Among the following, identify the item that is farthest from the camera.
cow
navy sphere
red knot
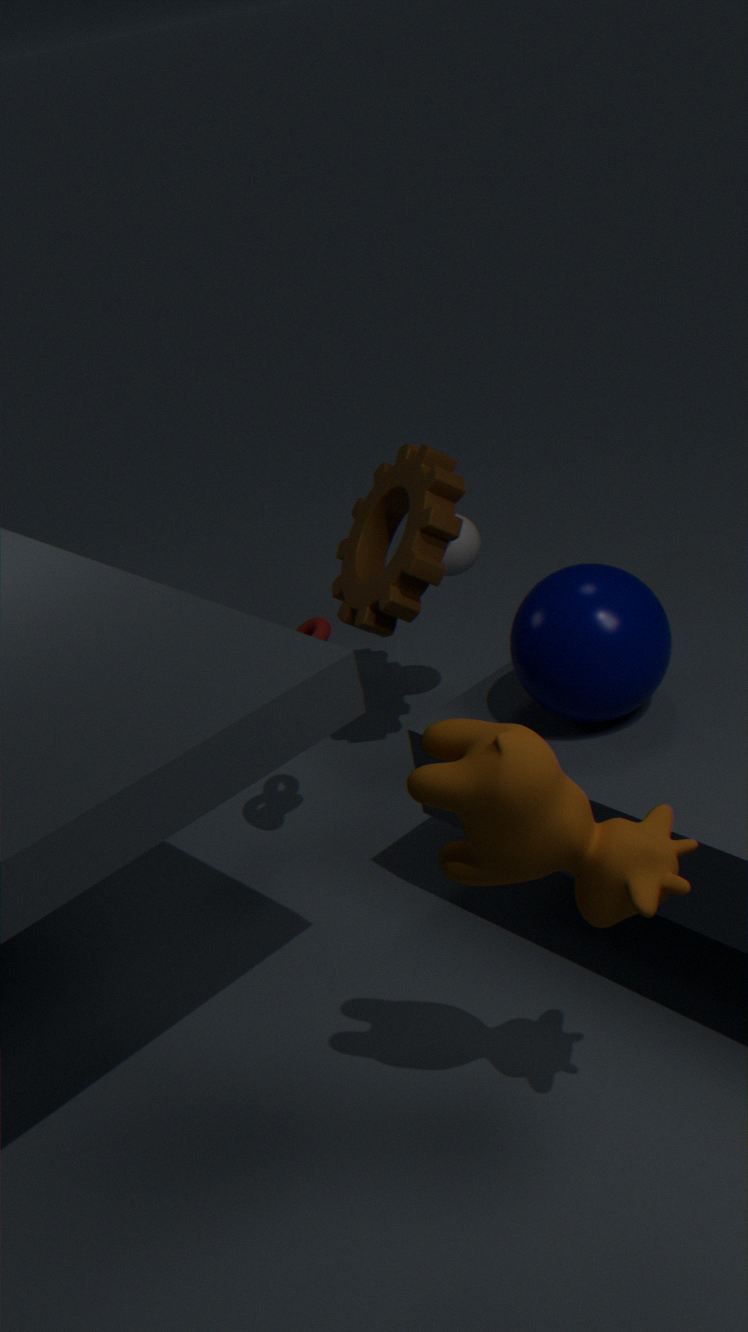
red knot
